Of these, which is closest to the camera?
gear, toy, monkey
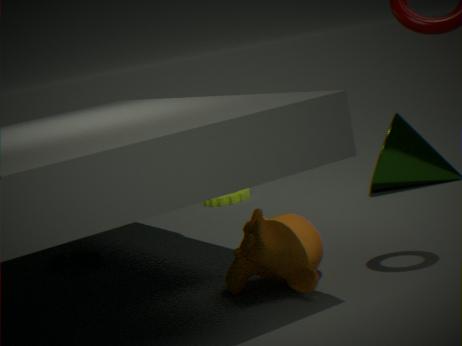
monkey
